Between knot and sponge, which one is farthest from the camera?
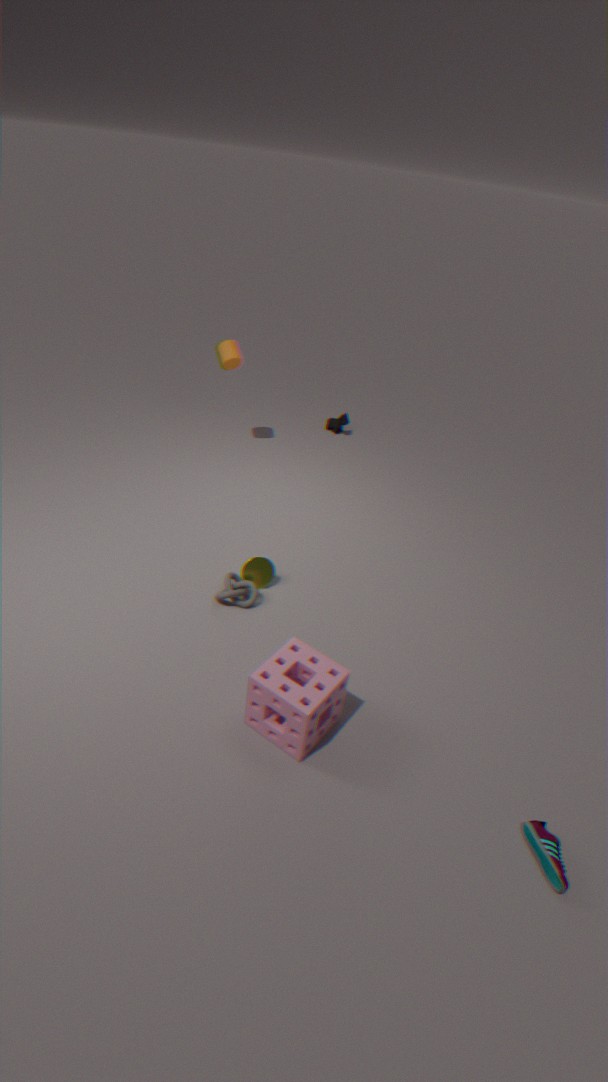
knot
